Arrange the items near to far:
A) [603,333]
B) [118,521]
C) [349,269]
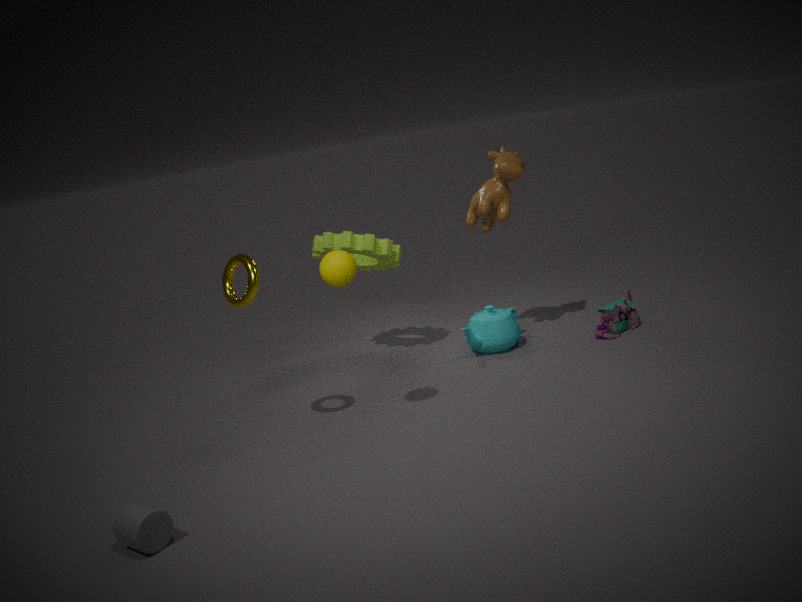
[118,521] → [349,269] → [603,333]
